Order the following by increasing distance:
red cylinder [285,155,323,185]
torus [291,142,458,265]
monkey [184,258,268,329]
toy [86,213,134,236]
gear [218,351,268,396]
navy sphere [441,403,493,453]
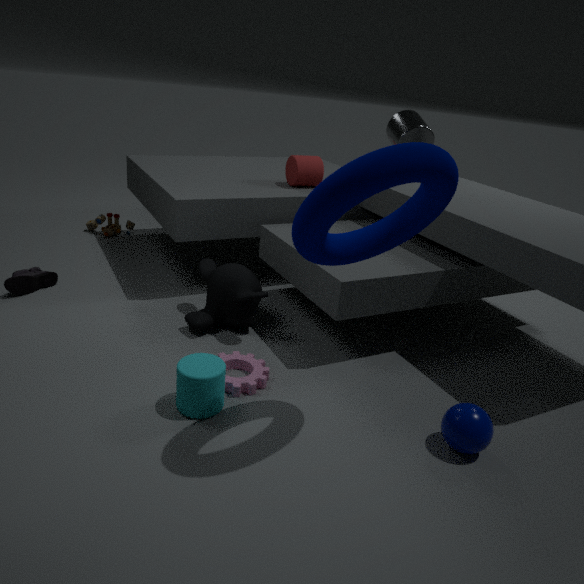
1. torus [291,142,458,265]
2. navy sphere [441,403,493,453]
3. gear [218,351,268,396]
4. monkey [184,258,268,329]
5. red cylinder [285,155,323,185]
6. toy [86,213,134,236]
